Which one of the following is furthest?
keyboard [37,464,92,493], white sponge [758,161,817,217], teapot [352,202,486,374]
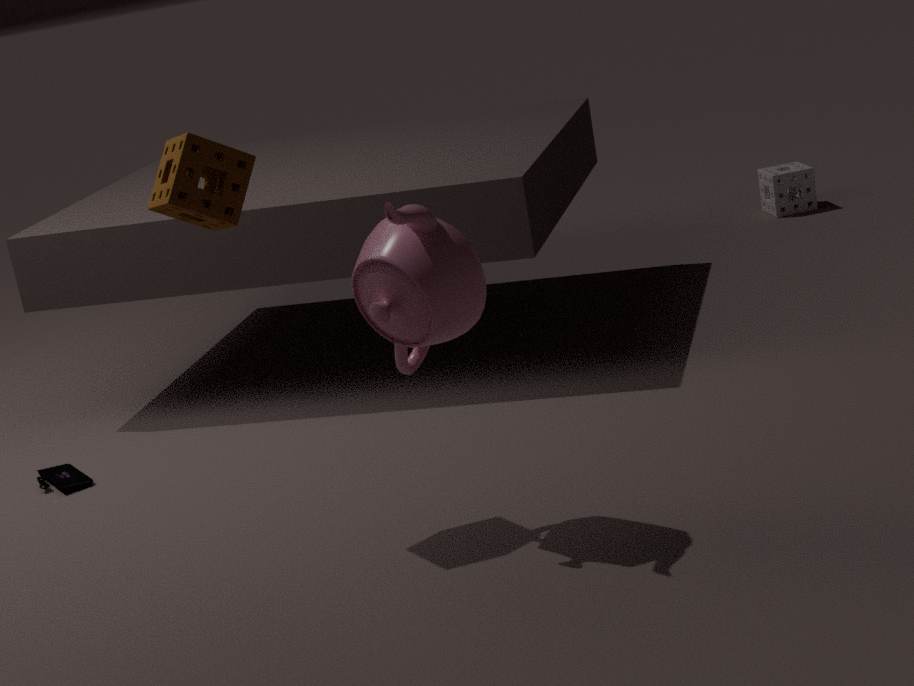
white sponge [758,161,817,217]
